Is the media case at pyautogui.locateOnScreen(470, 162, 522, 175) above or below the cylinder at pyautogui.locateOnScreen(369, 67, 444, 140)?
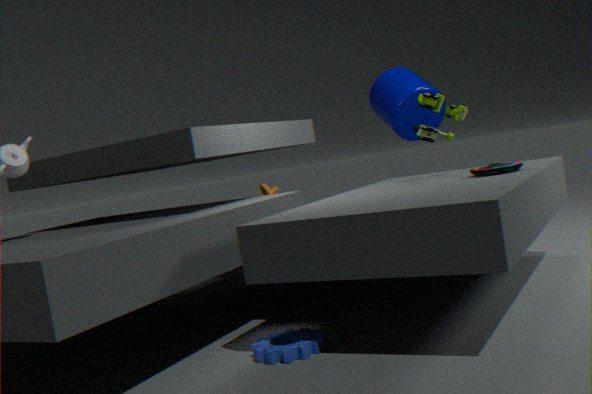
below
